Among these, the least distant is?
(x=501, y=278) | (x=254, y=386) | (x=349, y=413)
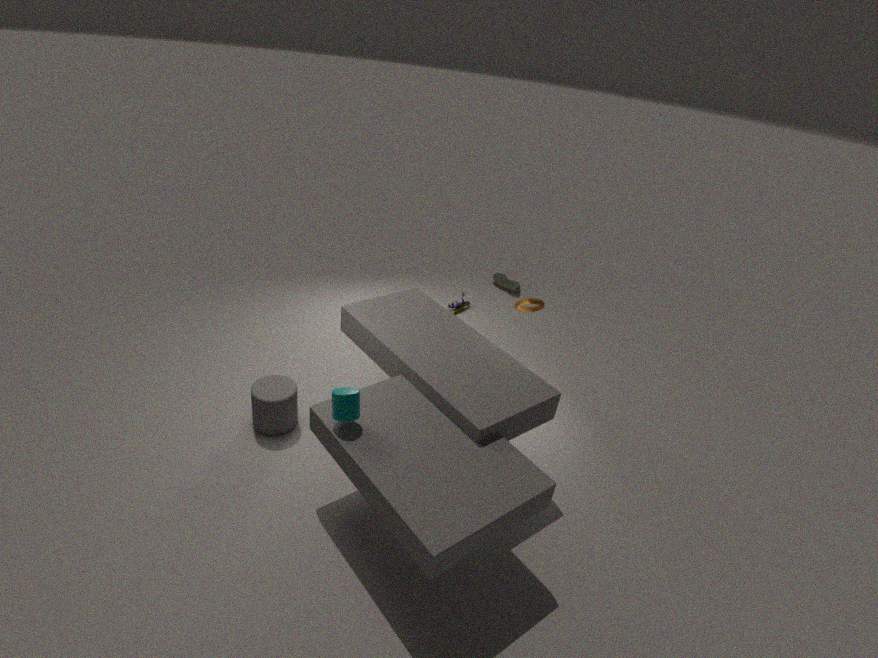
(x=349, y=413)
